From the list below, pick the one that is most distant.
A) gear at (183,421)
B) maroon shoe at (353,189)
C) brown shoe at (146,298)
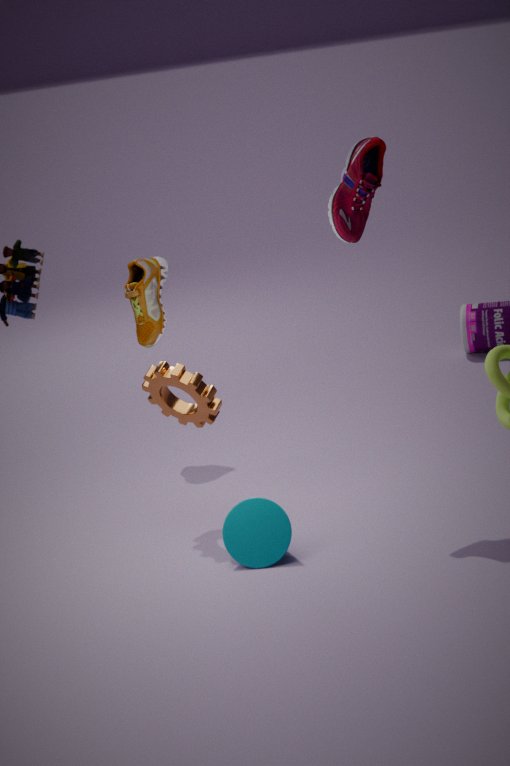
brown shoe at (146,298)
